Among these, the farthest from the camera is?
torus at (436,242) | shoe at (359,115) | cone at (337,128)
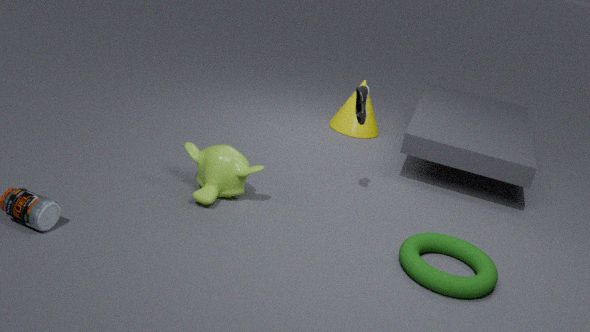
cone at (337,128)
